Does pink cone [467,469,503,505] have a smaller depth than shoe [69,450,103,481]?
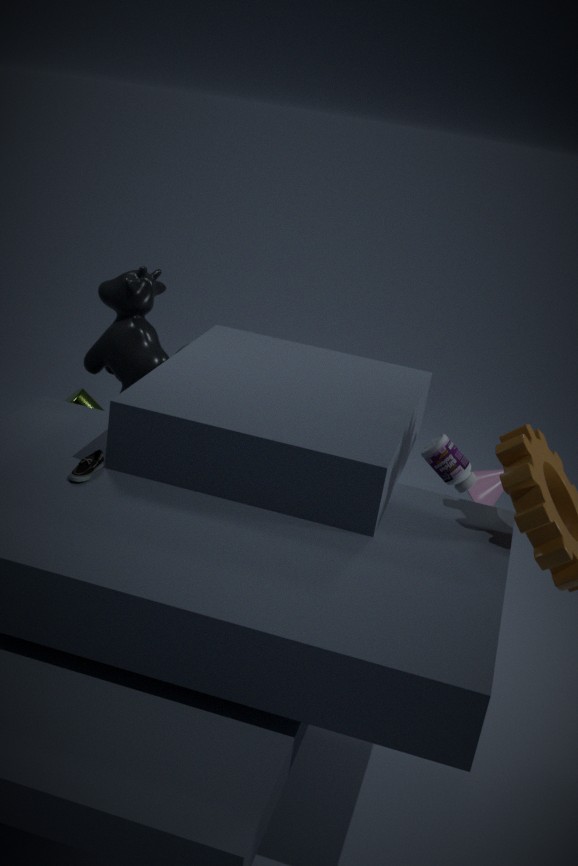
No
